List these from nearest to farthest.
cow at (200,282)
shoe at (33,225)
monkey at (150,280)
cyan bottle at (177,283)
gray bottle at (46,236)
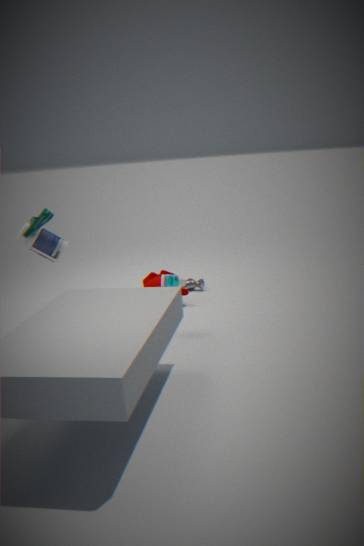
1. shoe at (33,225)
2. gray bottle at (46,236)
3. cyan bottle at (177,283)
4. monkey at (150,280)
5. cow at (200,282)
